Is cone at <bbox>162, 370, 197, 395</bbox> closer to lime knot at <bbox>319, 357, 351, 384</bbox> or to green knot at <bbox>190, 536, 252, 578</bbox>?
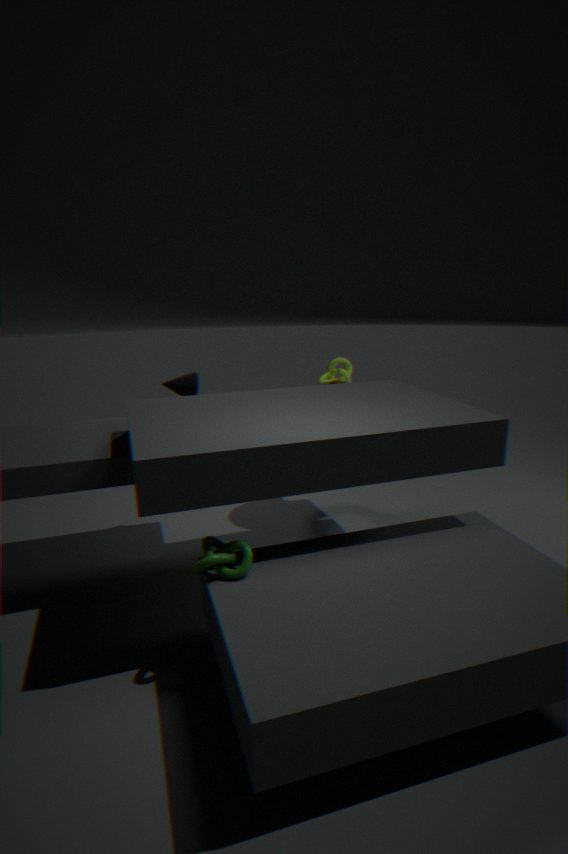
lime knot at <bbox>319, 357, 351, 384</bbox>
